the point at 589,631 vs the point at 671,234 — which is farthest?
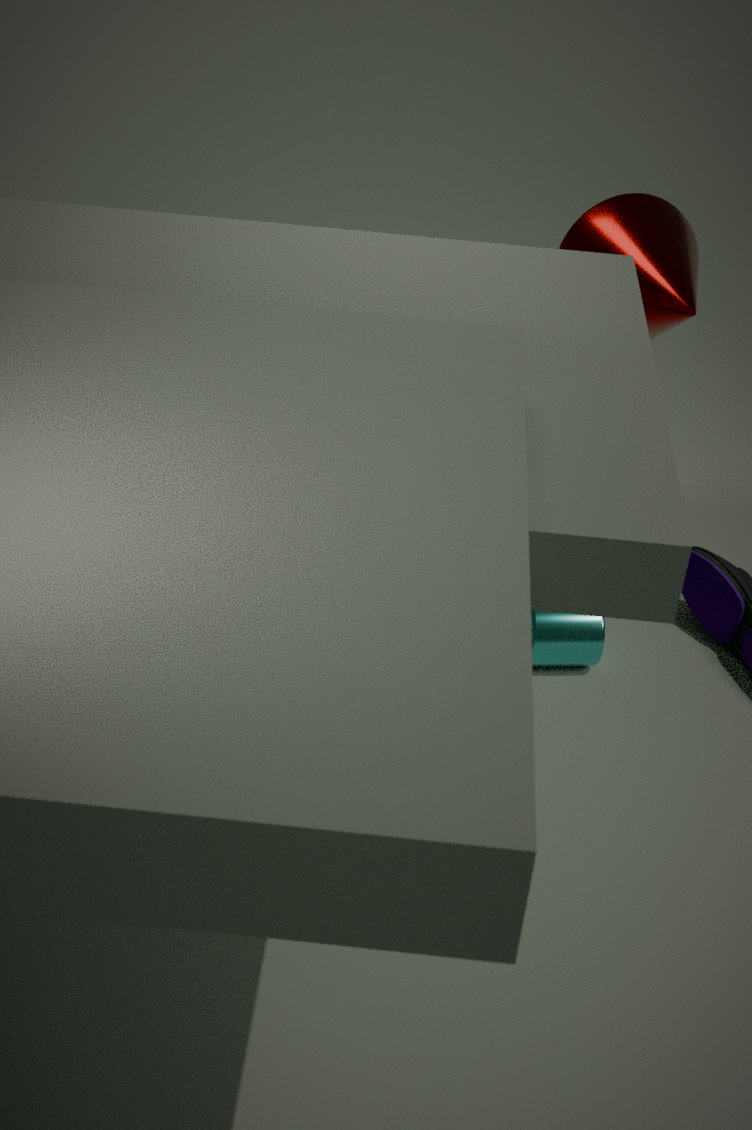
the point at 671,234
